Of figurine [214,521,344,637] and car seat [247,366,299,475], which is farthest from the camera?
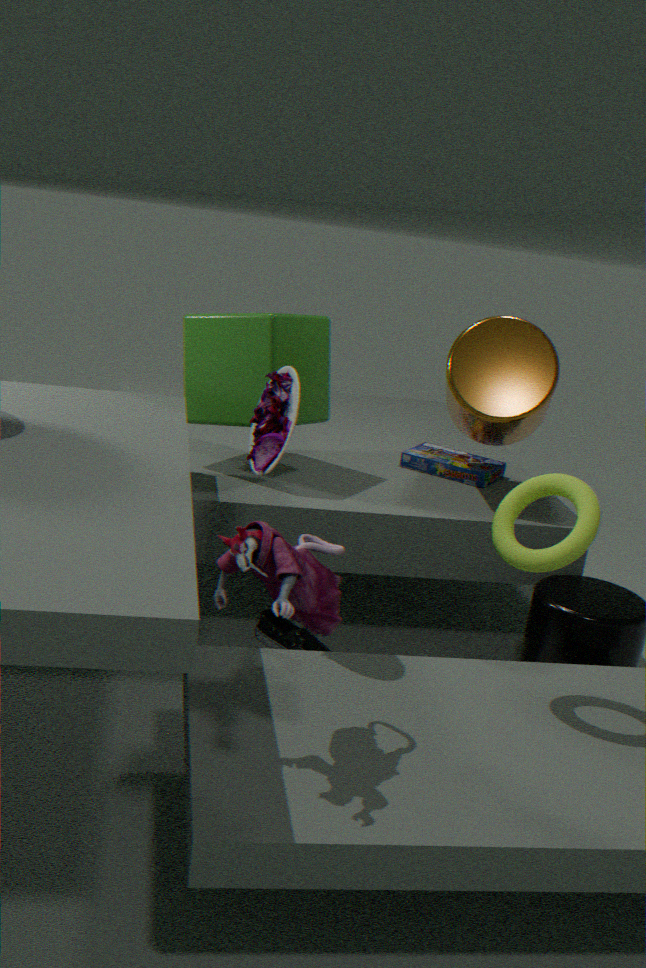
car seat [247,366,299,475]
